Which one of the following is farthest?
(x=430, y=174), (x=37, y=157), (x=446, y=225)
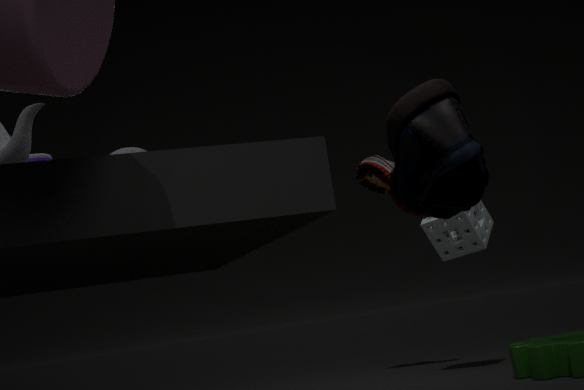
(x=446, y=225)
